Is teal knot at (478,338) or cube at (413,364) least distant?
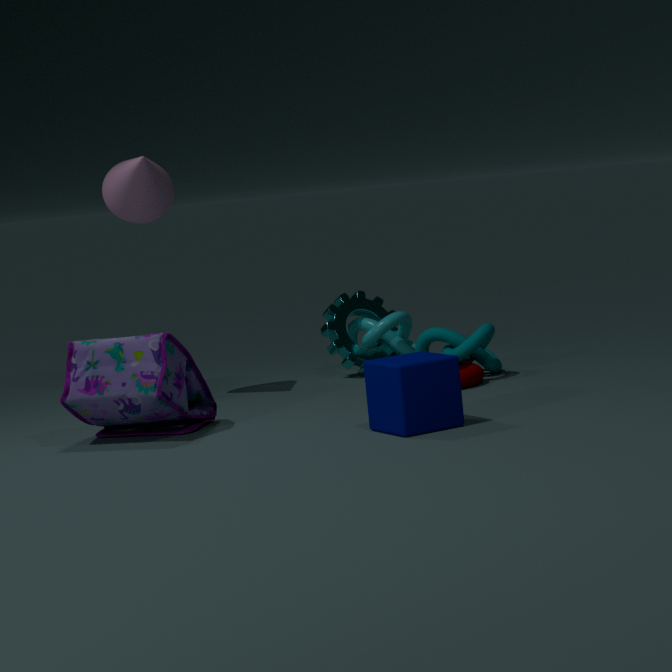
cube at (413,364)
